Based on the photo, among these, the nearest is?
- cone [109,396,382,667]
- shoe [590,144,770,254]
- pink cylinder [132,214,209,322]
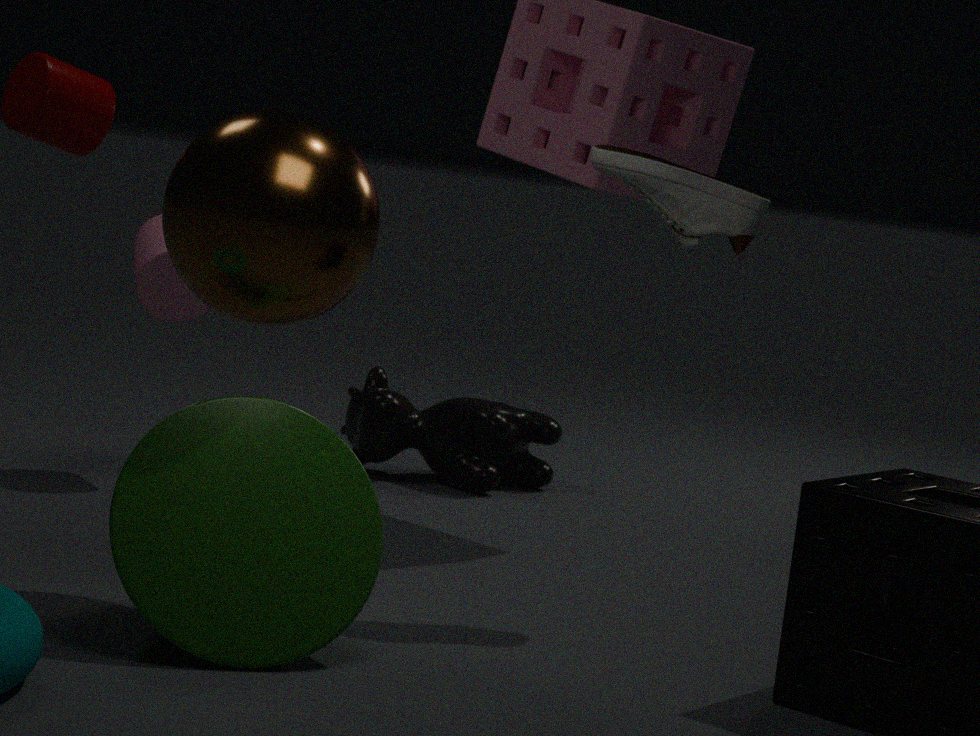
cone [109,396,382,667]
